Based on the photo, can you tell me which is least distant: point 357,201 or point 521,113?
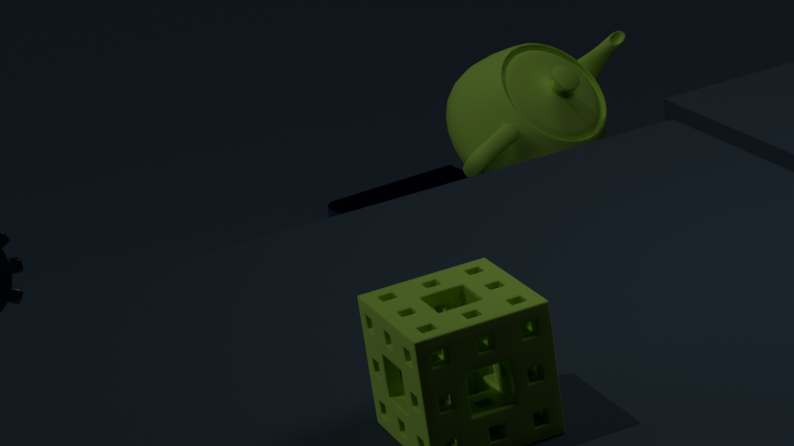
point 521,113
